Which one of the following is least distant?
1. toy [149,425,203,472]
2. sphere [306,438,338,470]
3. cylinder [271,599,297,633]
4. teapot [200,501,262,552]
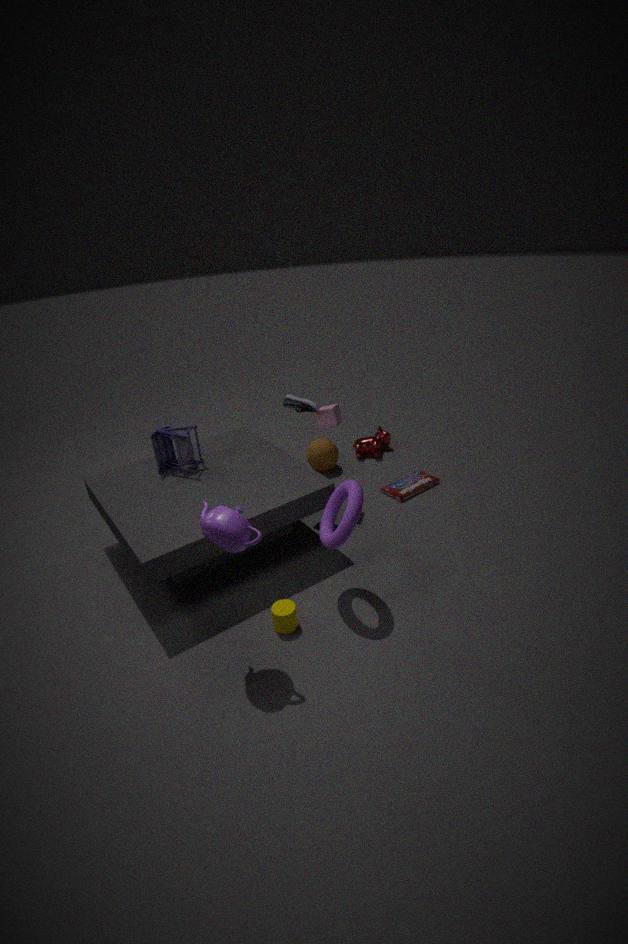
teapot [200,501,262,552]
